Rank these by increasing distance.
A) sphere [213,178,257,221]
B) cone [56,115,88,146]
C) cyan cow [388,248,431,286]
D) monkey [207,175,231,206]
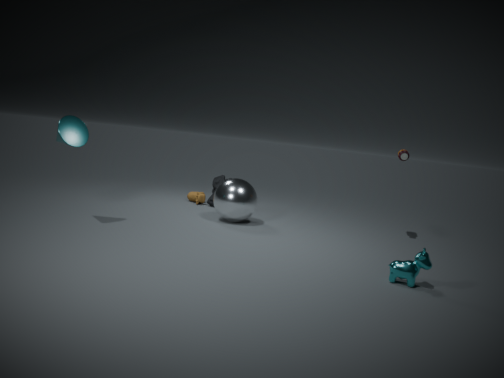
cyan cow [388,248,431,286], cone [56,115,88,146], sphere [213,178,257,221], monkey [207,175,231,206]
